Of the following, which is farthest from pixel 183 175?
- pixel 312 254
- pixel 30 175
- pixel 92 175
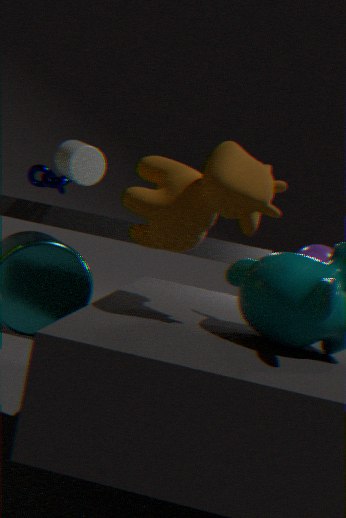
pixel 312 254
